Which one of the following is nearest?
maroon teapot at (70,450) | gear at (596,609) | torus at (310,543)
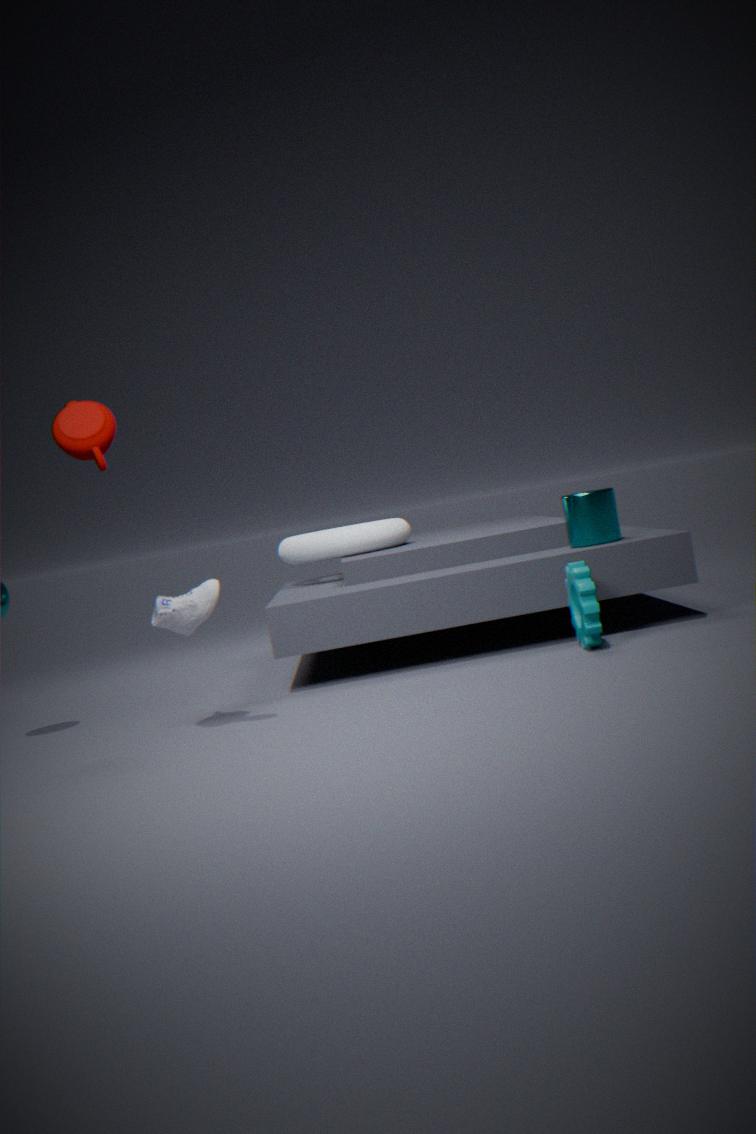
maroon teapot at (70,450)
